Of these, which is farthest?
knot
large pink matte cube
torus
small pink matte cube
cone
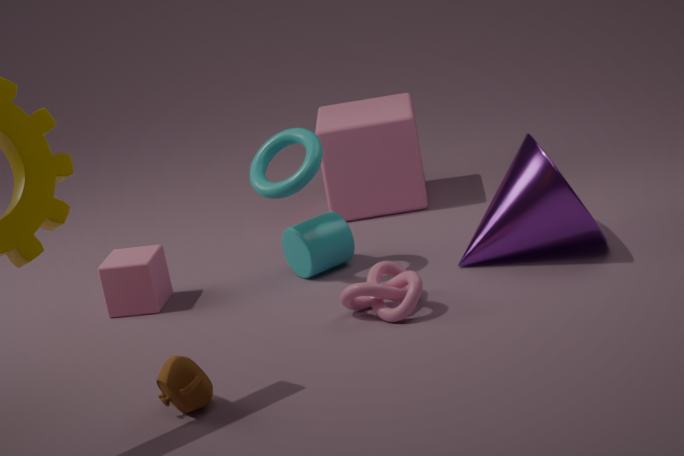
large pink matte cube
